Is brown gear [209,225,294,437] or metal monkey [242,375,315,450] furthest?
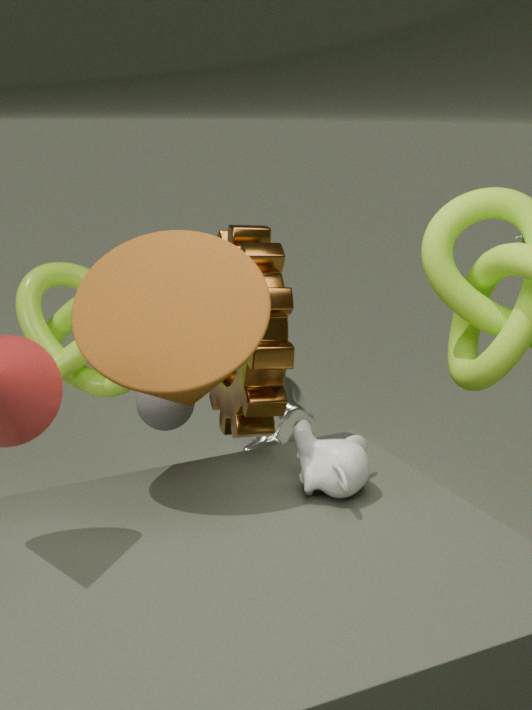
metal monkey [242,375,315,450]
